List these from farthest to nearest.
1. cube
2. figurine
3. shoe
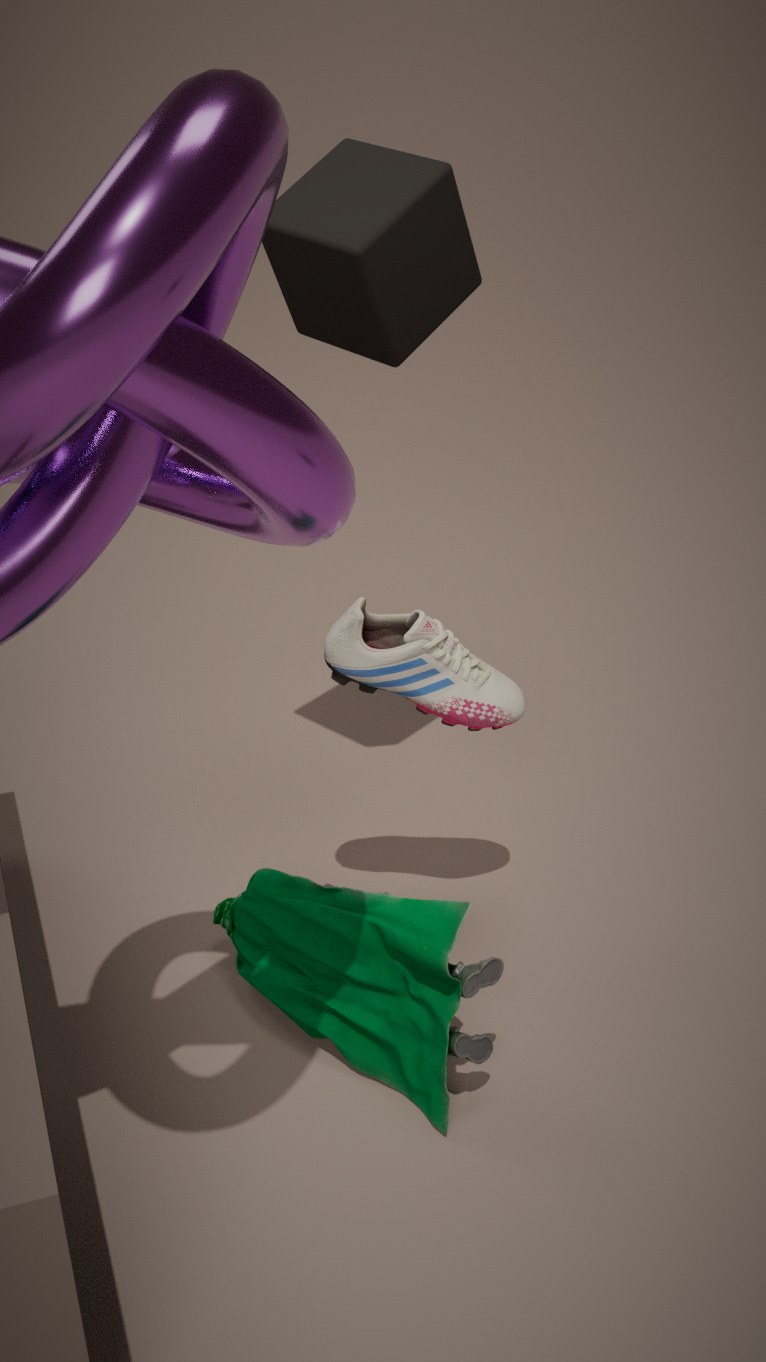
shoe → cube → figurine
